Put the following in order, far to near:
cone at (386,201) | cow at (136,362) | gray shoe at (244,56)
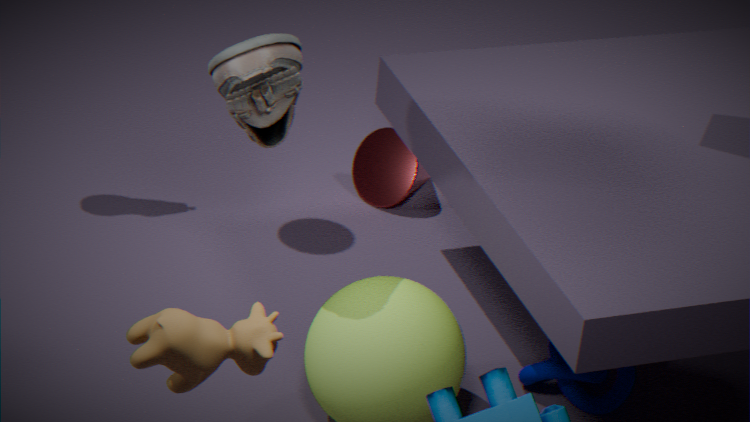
cone at (386,201) < gray shoe at (244,56) < cow at (136,362)
